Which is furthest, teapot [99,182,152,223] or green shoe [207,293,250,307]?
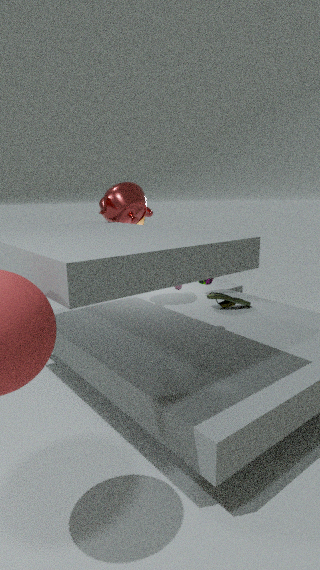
green shoe [207,293,250,307]
